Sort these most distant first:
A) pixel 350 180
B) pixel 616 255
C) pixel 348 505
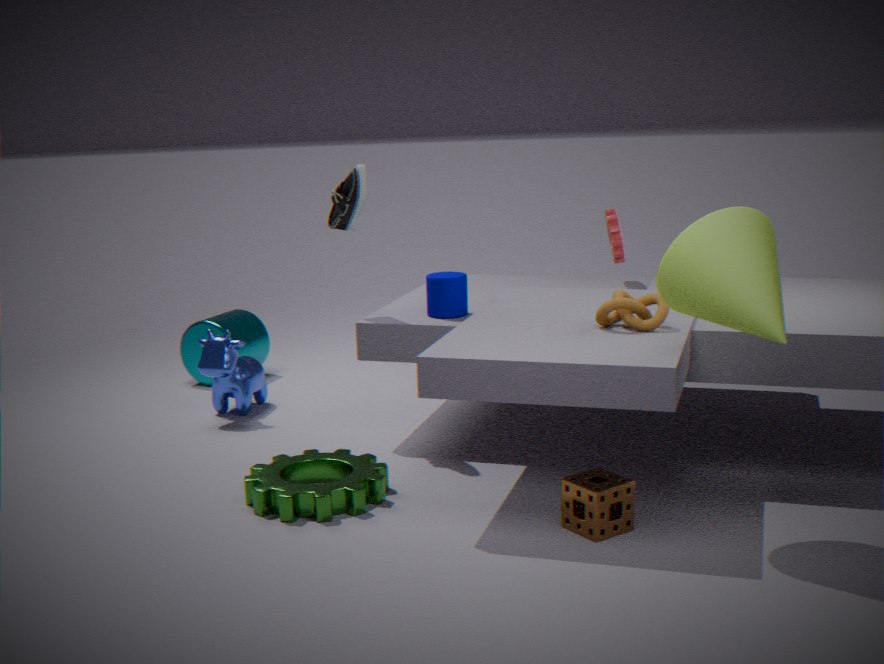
1. pixel 616 255
2. pixel 350 180
3. pixel 348 505
